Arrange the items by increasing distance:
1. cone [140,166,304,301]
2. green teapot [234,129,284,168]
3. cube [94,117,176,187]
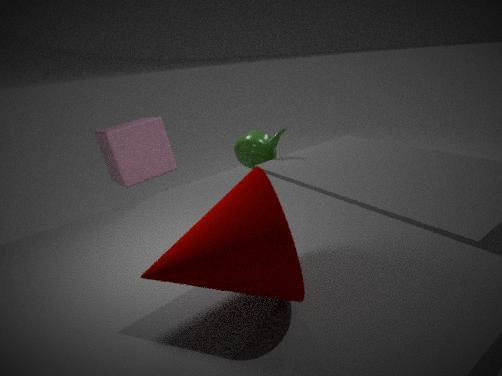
1. cone [140,166,304,301]
2. cube [94,117,176,187]
3. green teapot [234,129,284,168]
